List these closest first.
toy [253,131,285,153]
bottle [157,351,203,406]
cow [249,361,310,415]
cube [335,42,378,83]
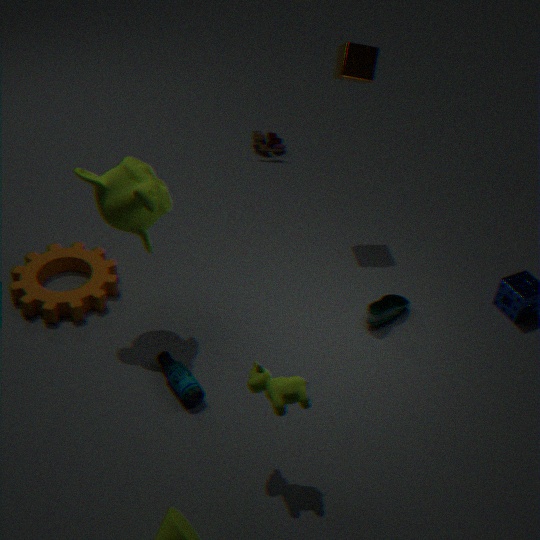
cow [249,361,310,415]
bottle [157,351,203,406]
cube [335,42,378,83]
toy [253,131,285,153]
